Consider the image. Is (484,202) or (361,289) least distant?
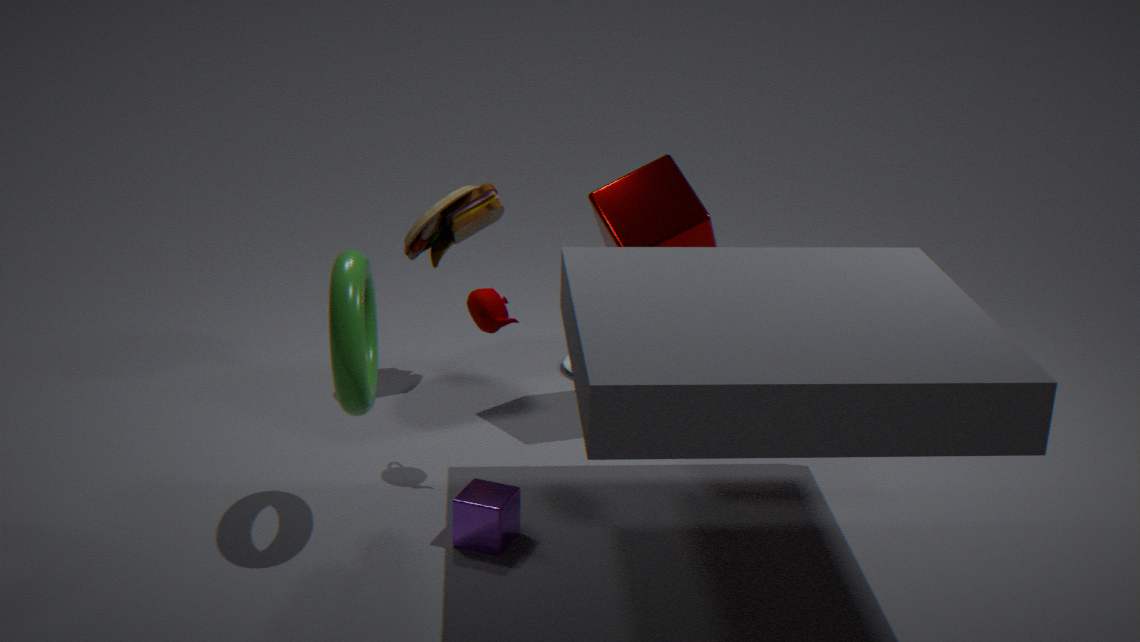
(361,289)
